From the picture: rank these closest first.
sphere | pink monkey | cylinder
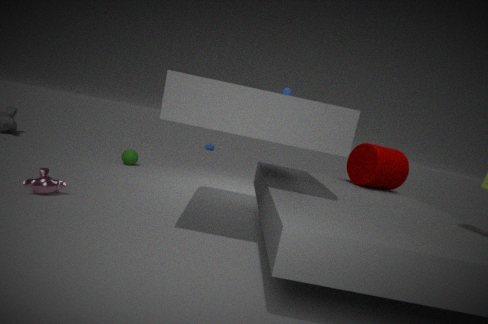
pink monkey, cylinder, sphere
